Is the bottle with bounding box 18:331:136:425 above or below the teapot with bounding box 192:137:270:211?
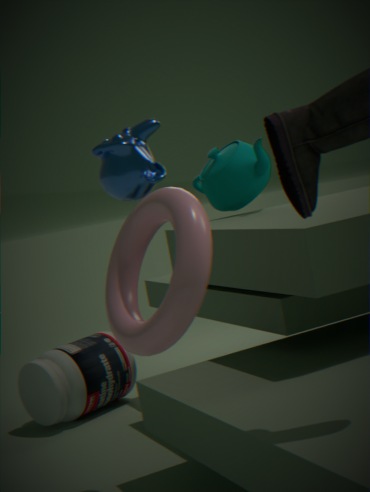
below
